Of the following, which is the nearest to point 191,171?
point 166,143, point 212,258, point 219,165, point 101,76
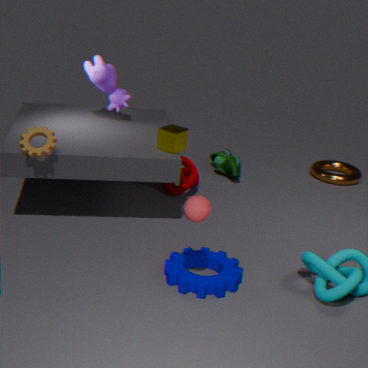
point 219,165
